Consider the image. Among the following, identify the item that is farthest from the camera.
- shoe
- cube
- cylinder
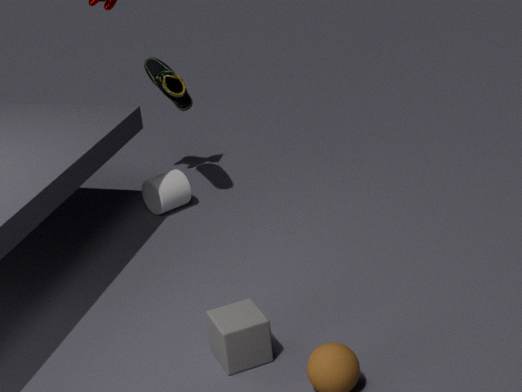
cylinder
